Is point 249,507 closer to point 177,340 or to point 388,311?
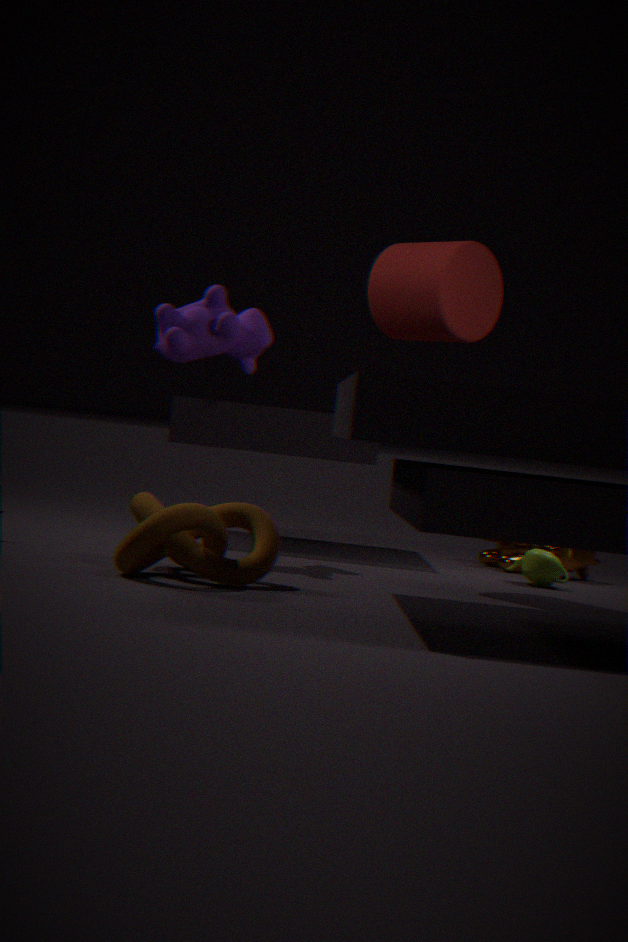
point 177,340
